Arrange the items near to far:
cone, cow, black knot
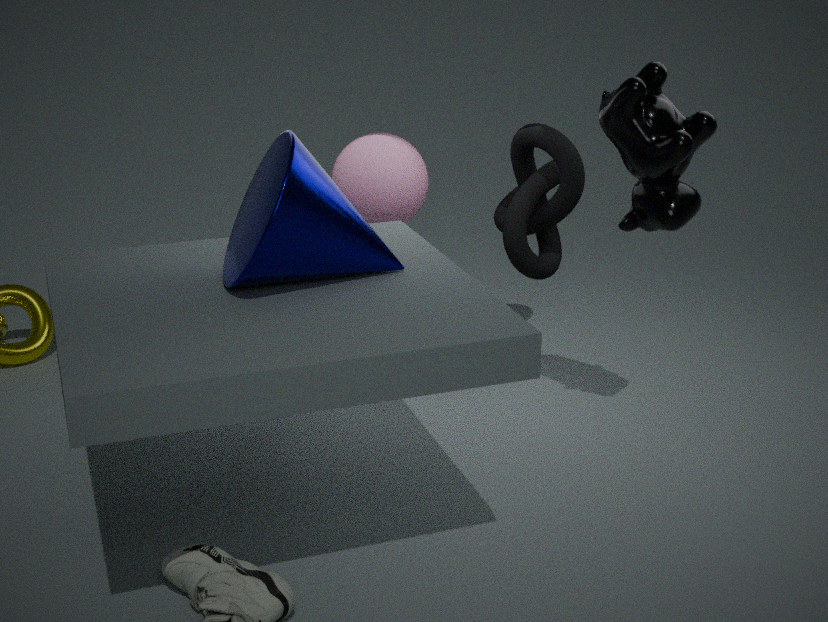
cone → cow → black knot
